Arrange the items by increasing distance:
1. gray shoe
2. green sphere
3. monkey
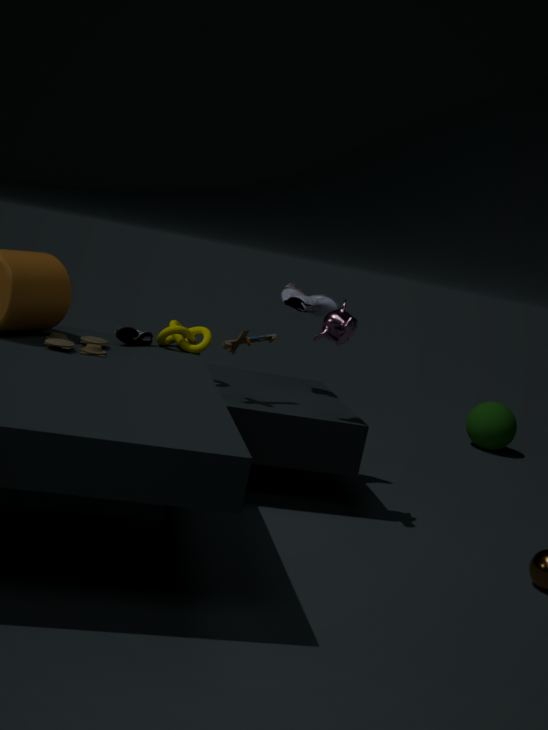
monkey < gray shoe < green sphere
